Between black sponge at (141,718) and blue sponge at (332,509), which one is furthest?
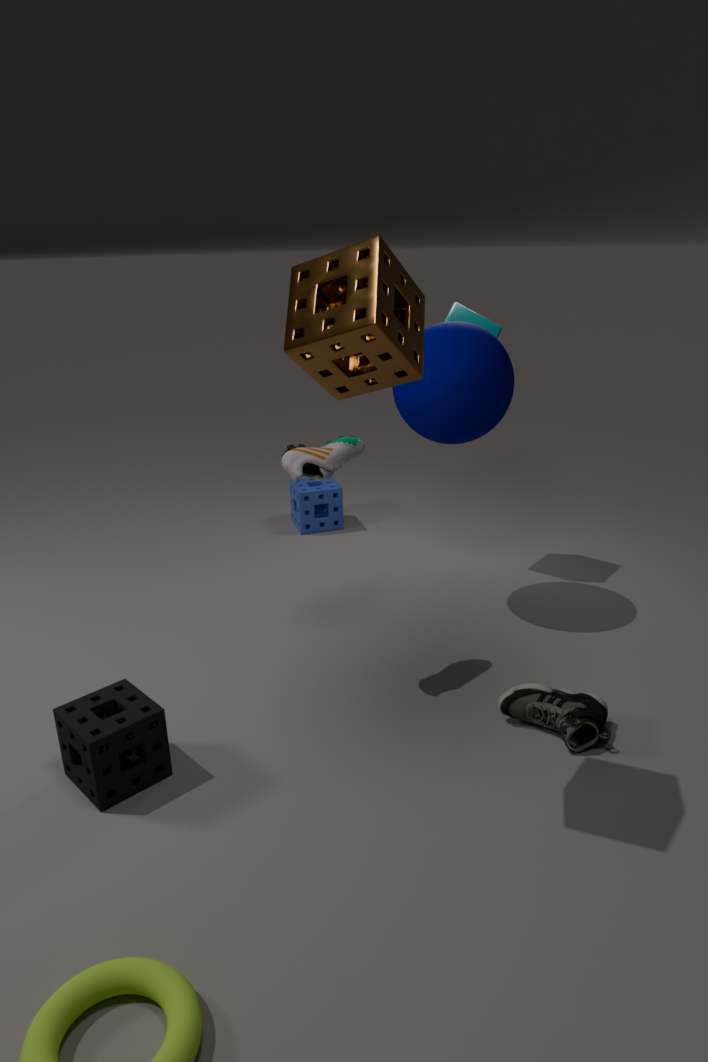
blue sponge at (332,509)
